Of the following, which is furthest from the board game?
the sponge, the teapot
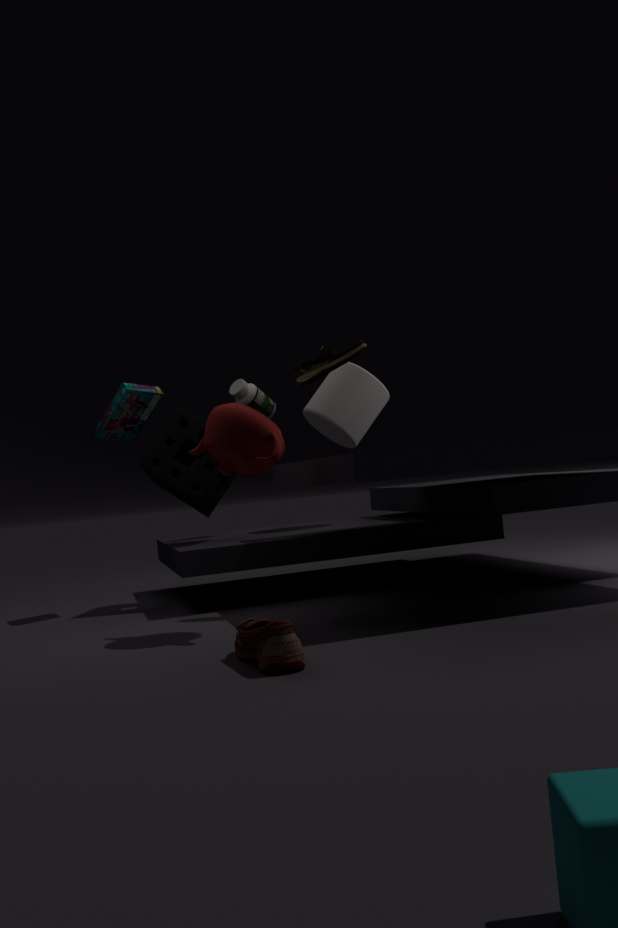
the teapot
